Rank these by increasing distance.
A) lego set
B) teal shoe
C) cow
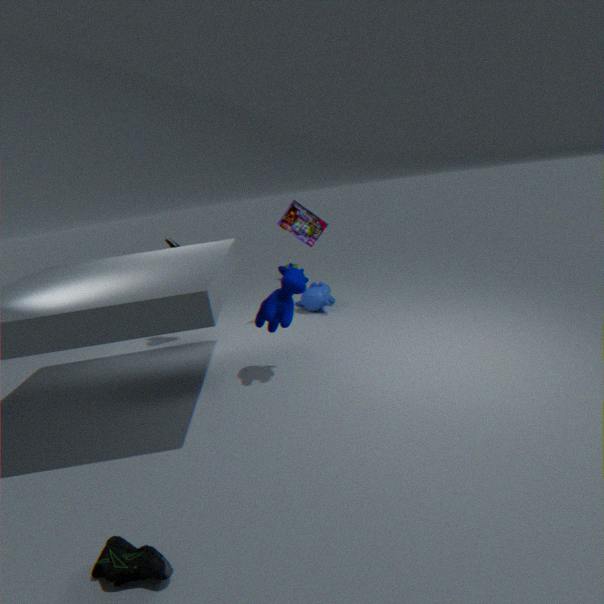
B. teal shoe
C. cow
A. lego set
